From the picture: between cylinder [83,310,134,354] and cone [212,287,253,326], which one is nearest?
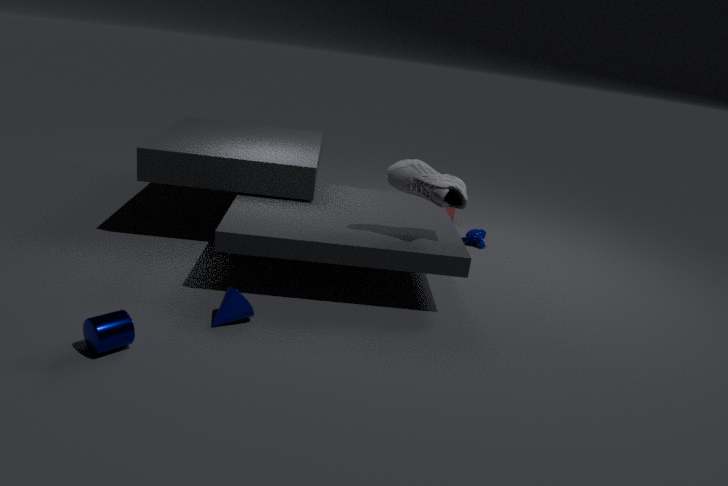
cylinder [83,310,134,354]
